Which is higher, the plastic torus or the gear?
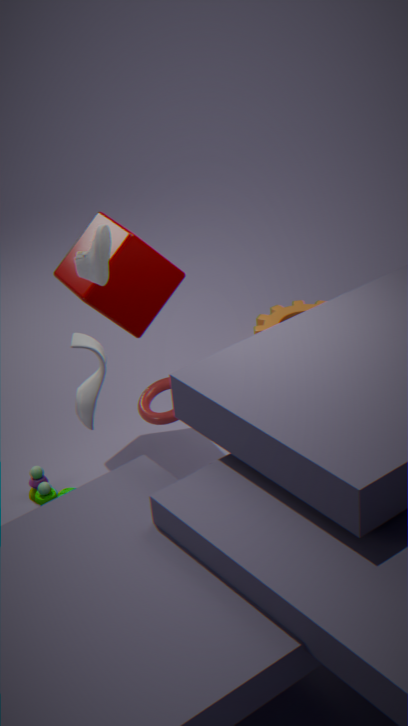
the plastic torus
